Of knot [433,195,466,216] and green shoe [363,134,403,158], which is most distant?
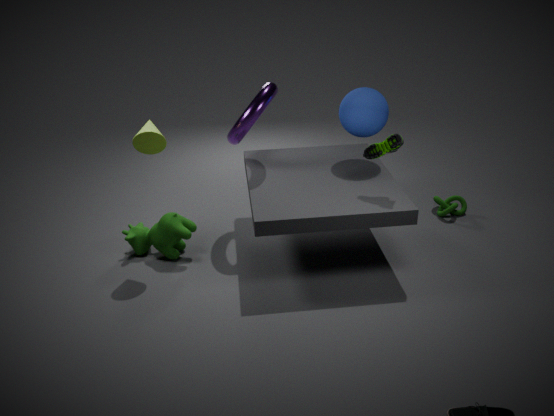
knot [433,195,466,216]
